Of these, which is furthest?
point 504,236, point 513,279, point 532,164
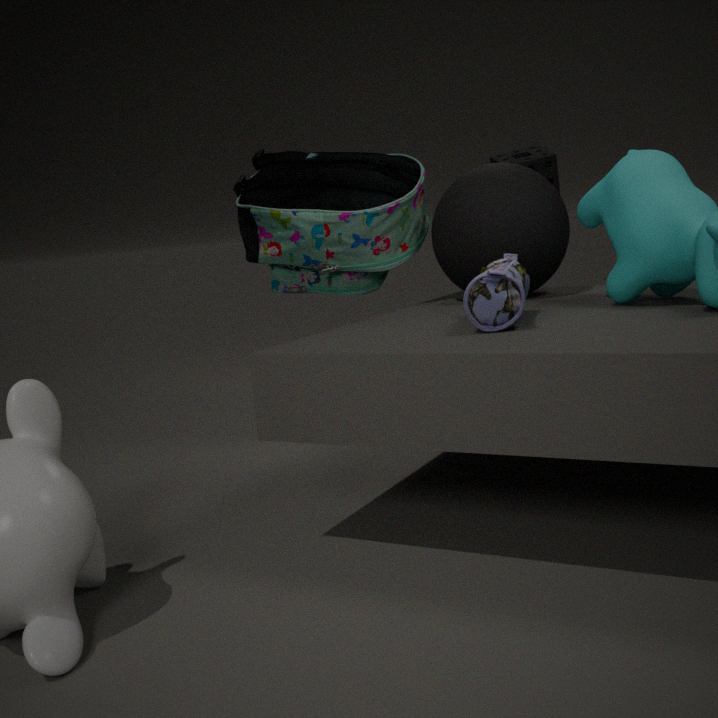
point 532,164
